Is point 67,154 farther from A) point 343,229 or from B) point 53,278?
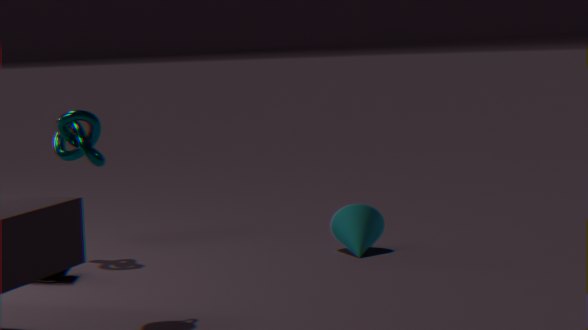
A) point 343,229
